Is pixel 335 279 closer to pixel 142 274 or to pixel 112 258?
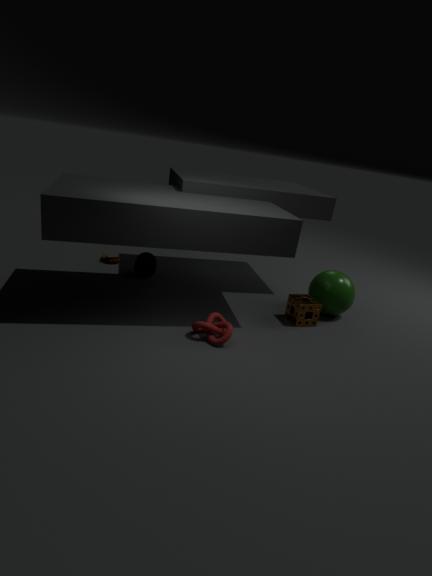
pixel 142 274
